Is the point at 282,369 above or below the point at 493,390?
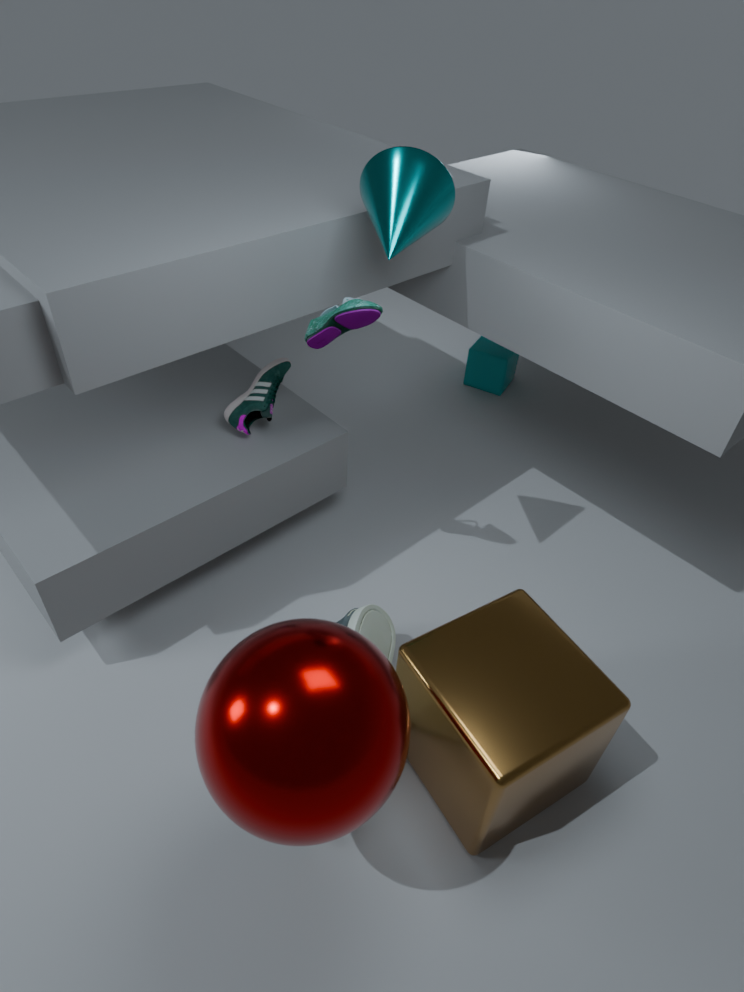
above
